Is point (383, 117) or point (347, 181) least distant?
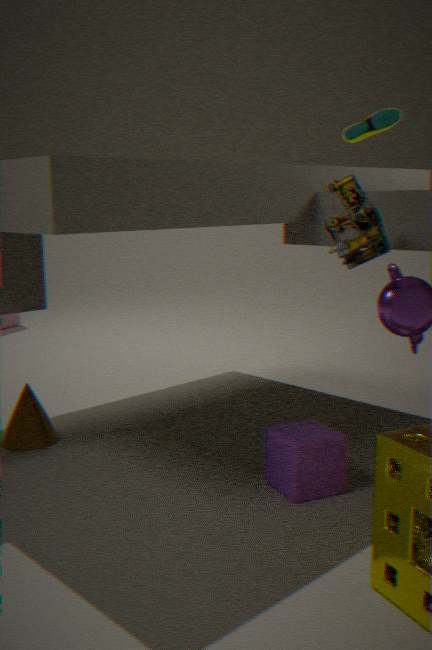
point (347, 181)
